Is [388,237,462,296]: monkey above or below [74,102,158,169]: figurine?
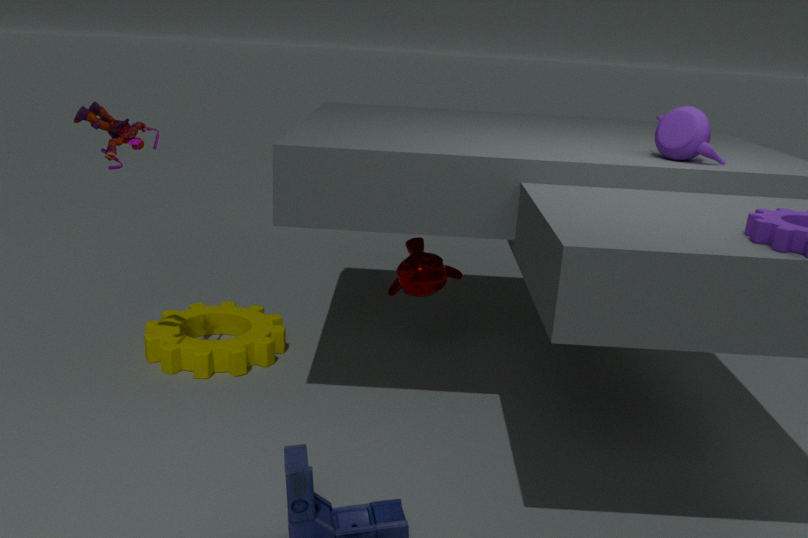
below
